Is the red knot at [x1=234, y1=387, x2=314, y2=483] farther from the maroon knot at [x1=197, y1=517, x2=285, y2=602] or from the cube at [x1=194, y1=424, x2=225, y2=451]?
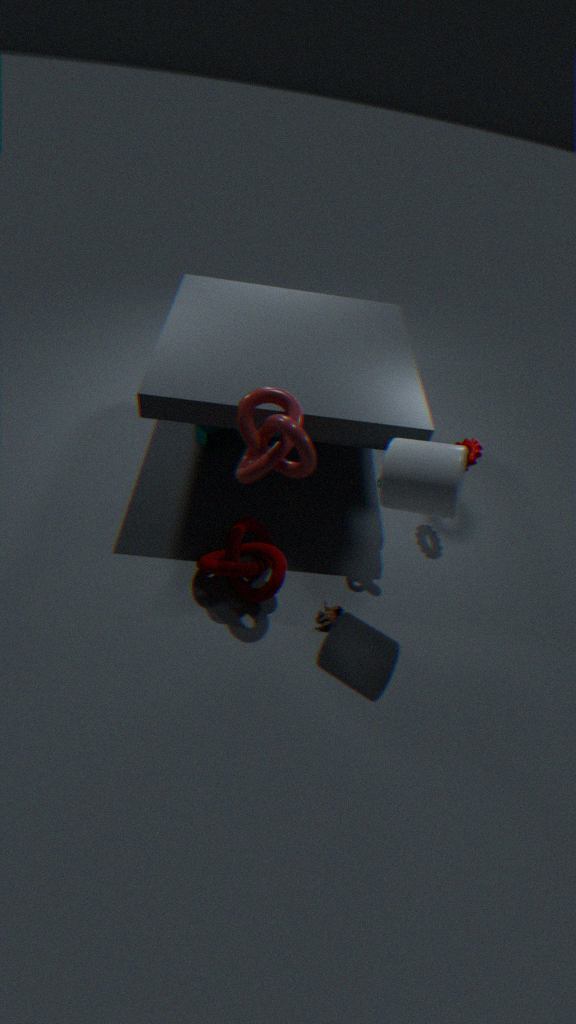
the cube at [x1=194, y1=424, x2=225, y2=451]
